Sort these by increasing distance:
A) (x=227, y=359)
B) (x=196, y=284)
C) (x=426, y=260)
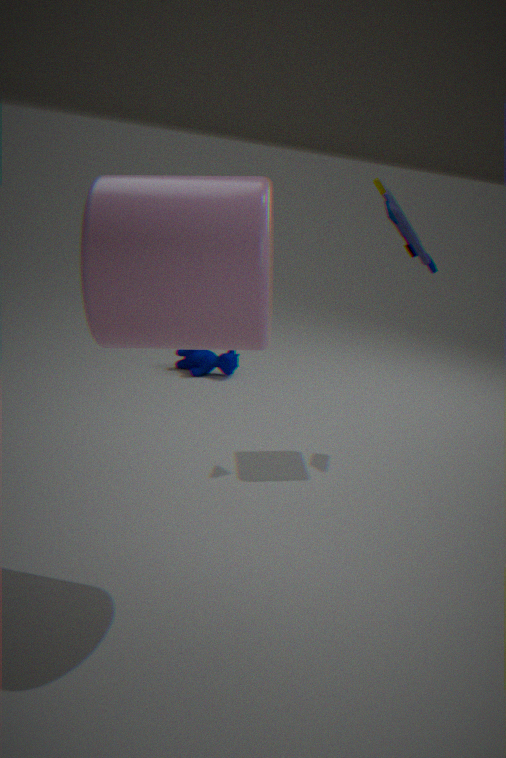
(x=196, y=284)
(x=426, y=260)
(x=227, y=359)
